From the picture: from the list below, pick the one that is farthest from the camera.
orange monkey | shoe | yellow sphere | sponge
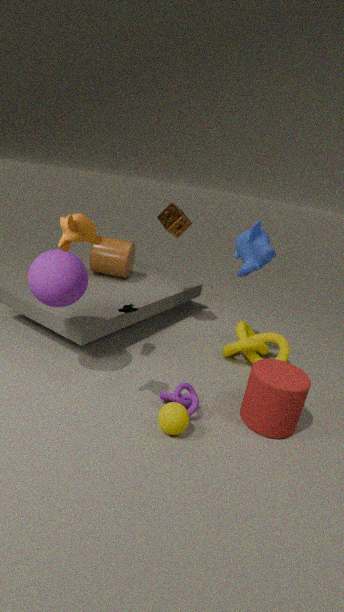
sponge
